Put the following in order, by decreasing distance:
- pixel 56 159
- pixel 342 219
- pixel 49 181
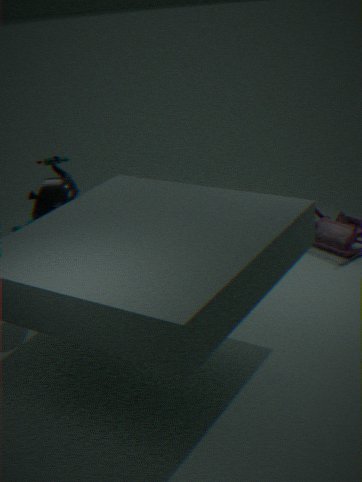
pixel 56 159 → pixel 342 219 → pixel 49 181
